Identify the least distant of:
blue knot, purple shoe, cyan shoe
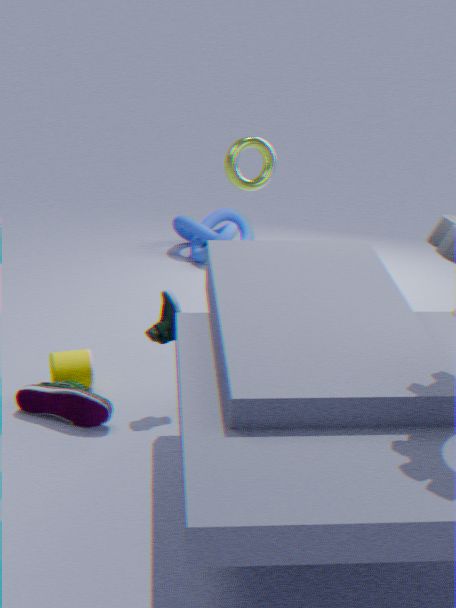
purple shoe
